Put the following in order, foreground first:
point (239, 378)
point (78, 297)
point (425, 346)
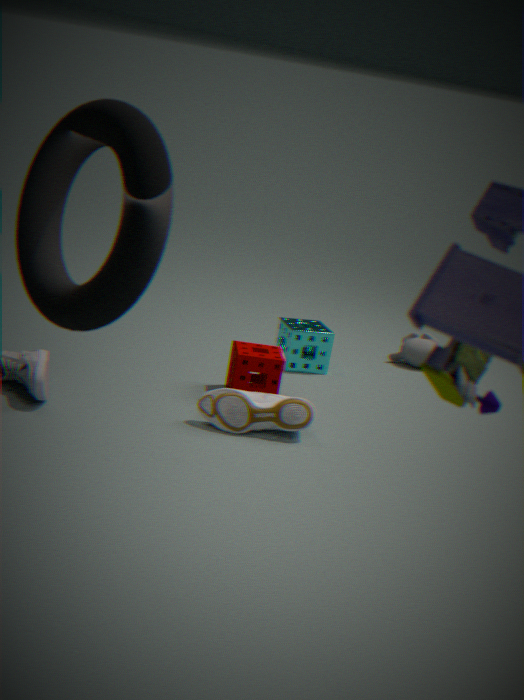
point (78, 297)
point (239, 378)
point (425, 346)
